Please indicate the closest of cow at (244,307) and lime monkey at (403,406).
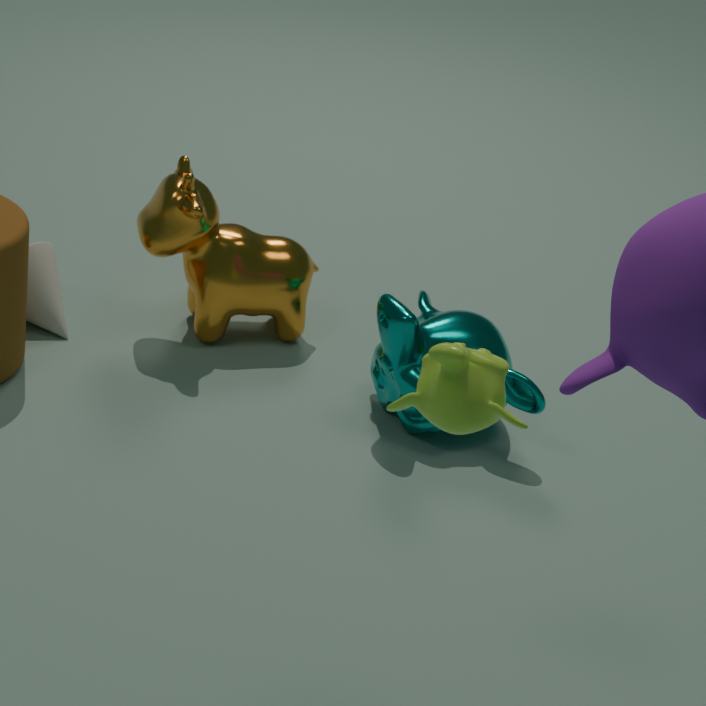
lime monkey at (403,406)
